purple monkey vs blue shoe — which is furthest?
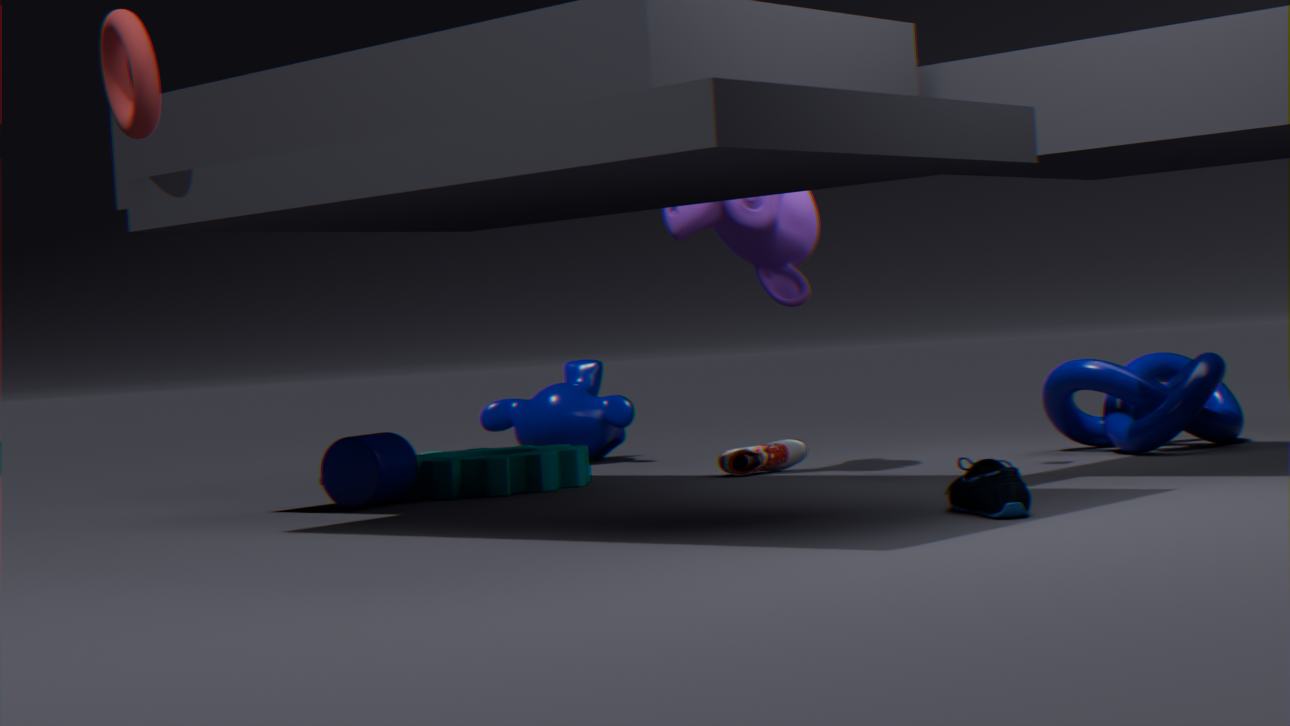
purple monkey
